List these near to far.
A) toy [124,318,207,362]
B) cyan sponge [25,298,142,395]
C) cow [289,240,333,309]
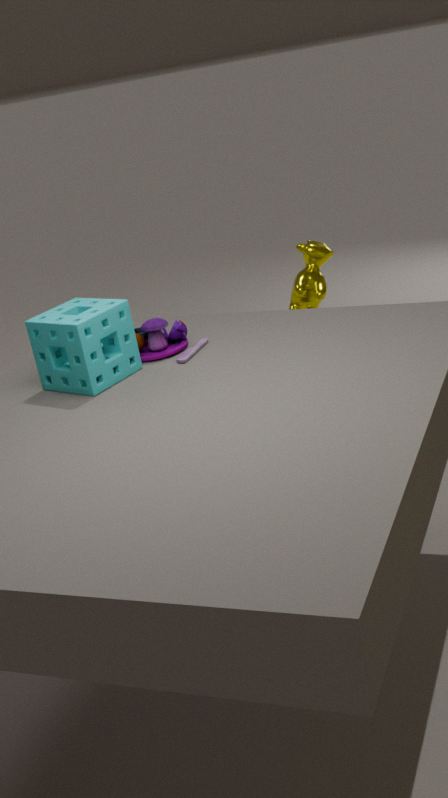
cyan sponge [25,298,142,395] → toy [124,318,207,362] → cow [289,240,333,309]
